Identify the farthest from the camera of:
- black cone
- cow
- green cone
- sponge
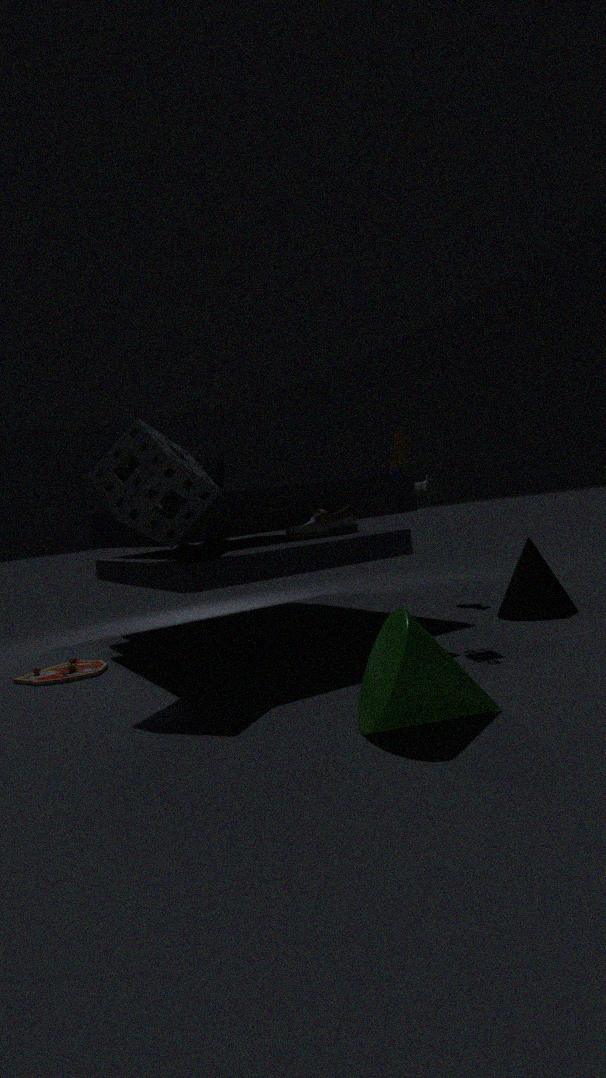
cow
